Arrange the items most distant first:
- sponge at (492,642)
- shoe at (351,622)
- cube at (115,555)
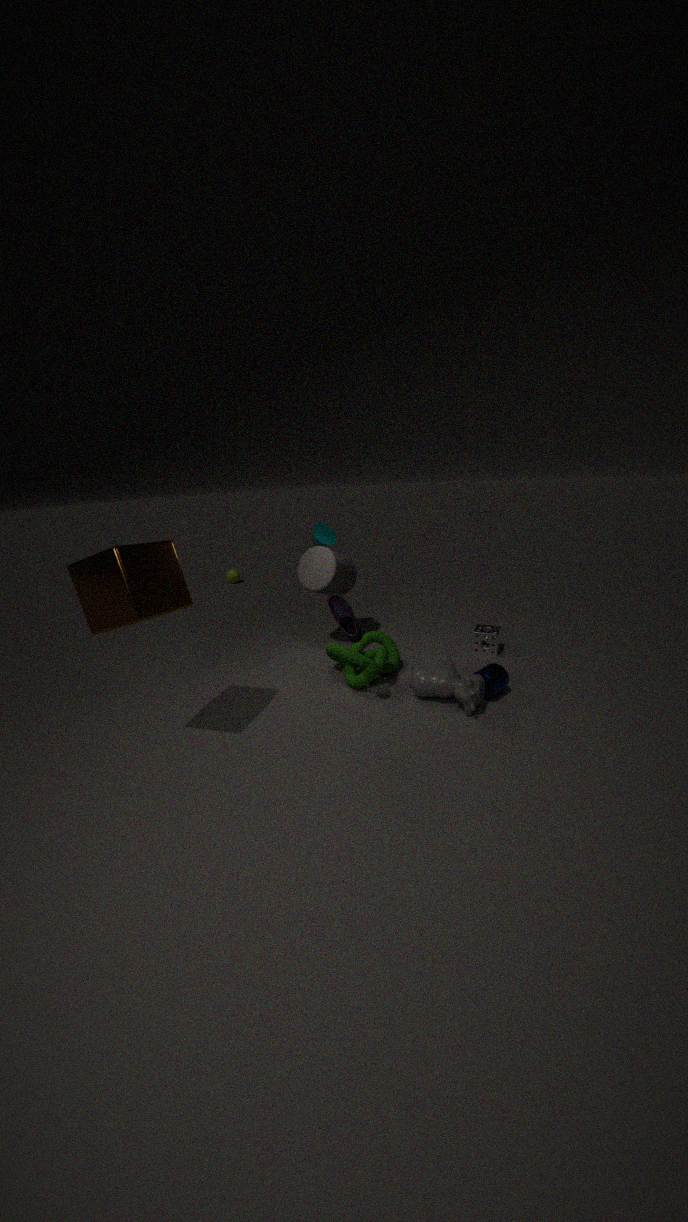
1. sponge at (492,642)
2. shoe at (351,622)
3. cube at (115,555)
